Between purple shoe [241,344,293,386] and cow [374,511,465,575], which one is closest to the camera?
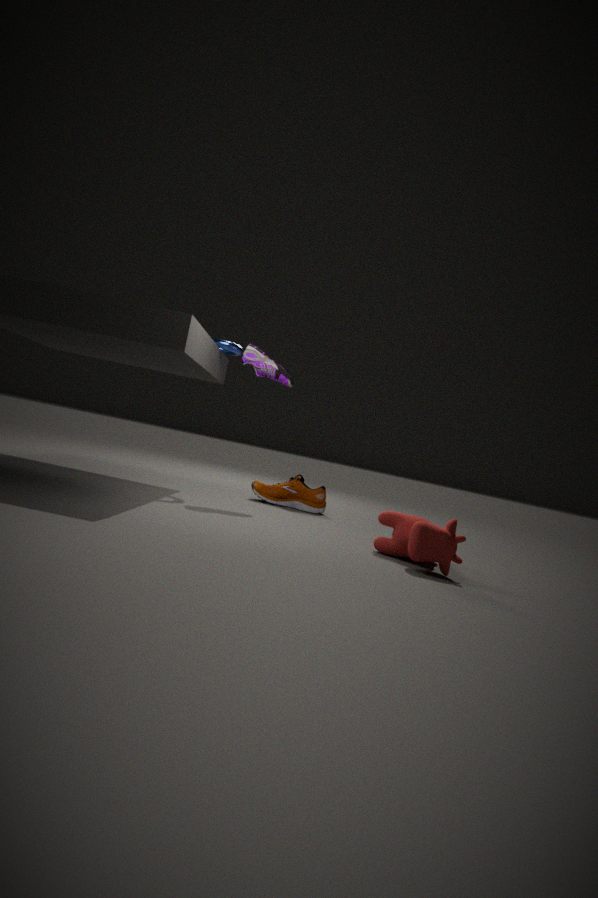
cow [374,511,465,575]
